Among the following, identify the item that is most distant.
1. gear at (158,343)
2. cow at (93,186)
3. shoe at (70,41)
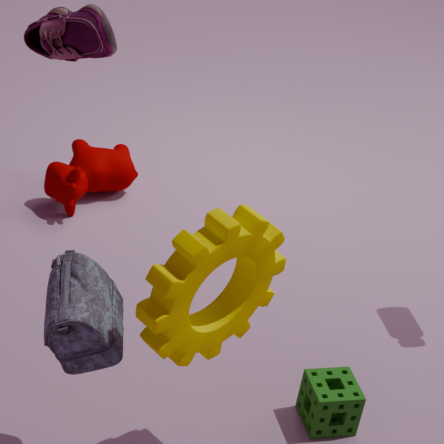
cow at (93,186)
